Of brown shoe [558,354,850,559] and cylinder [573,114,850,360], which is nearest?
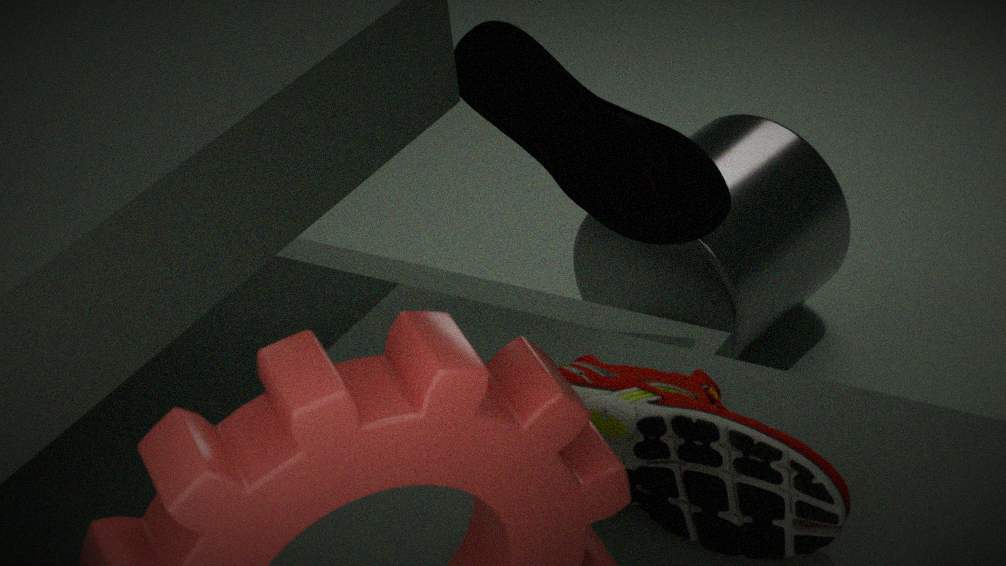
brown shoe [558,354,850,559]
